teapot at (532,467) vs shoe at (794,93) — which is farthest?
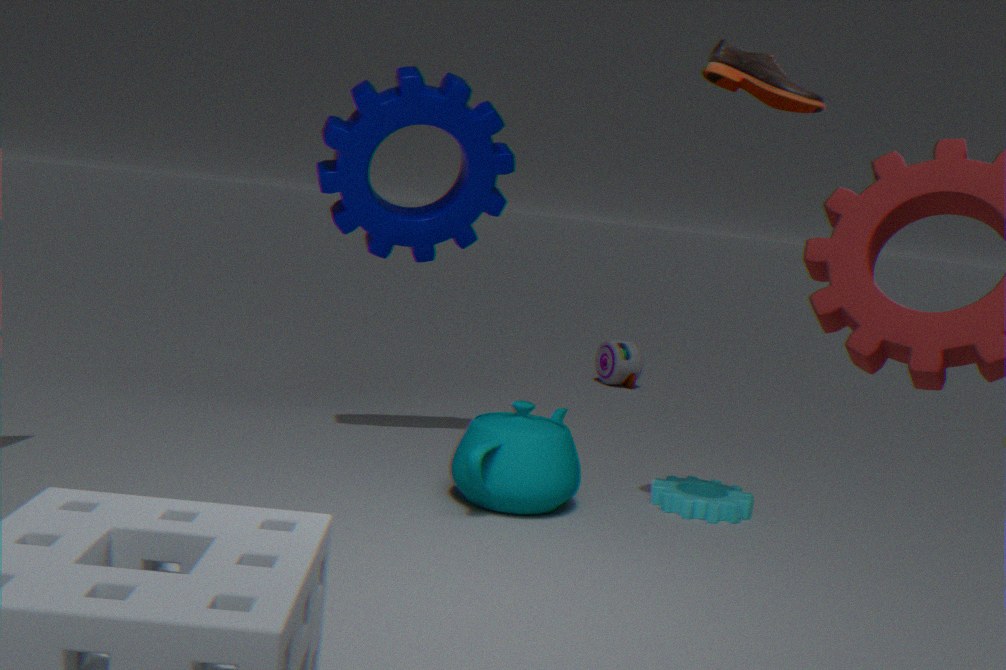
teapot at (532,467)
